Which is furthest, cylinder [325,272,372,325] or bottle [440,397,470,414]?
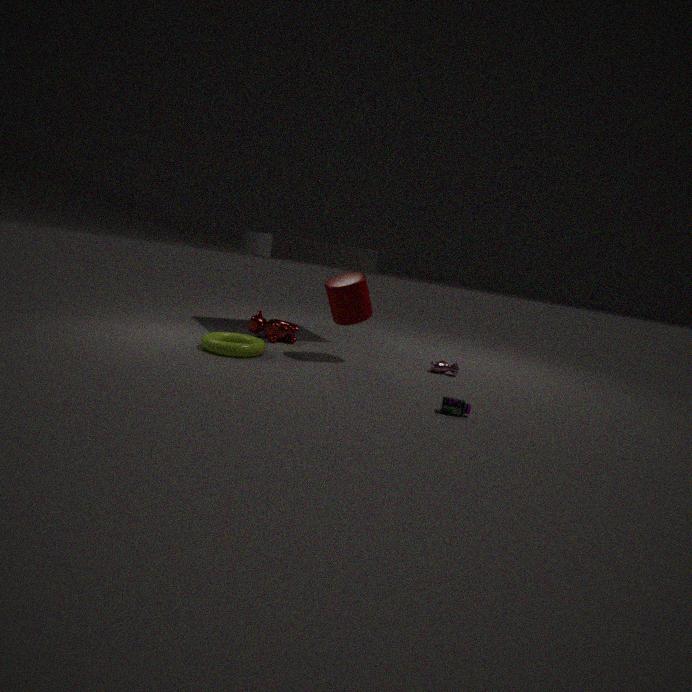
cylinder [325,272,372,325]
